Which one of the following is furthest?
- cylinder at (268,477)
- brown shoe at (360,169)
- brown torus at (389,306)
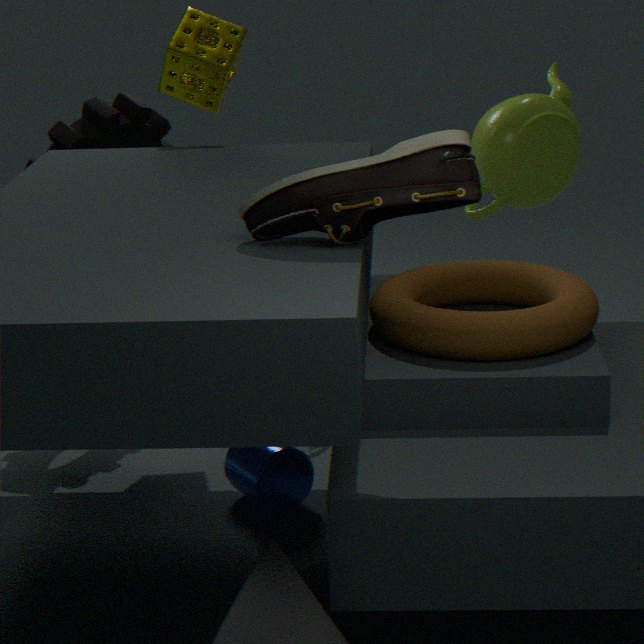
cylinder at (268,477)
